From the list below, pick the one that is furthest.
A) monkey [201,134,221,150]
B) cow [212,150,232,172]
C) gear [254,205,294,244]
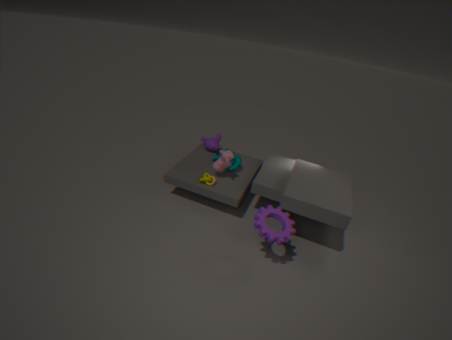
monkey [201,134,221,150]
